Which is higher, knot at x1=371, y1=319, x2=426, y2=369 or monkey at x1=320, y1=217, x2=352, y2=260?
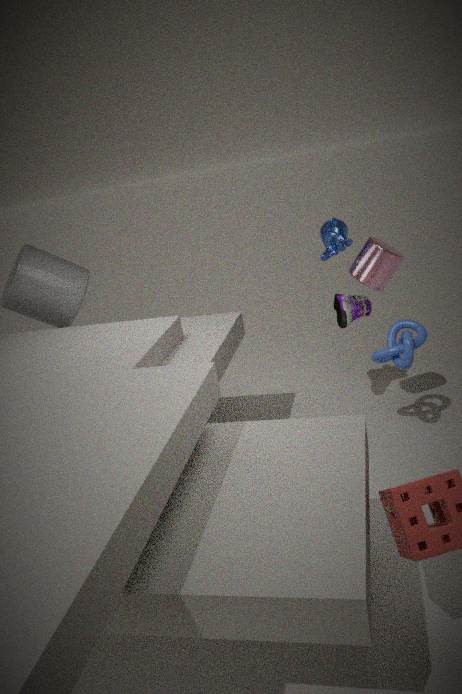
monkey at x1=320, y1=217, x2=352, y2=260
